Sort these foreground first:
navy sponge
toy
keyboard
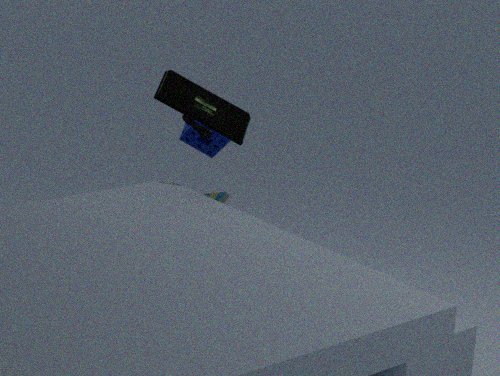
keyboard, toy, navy sponge
